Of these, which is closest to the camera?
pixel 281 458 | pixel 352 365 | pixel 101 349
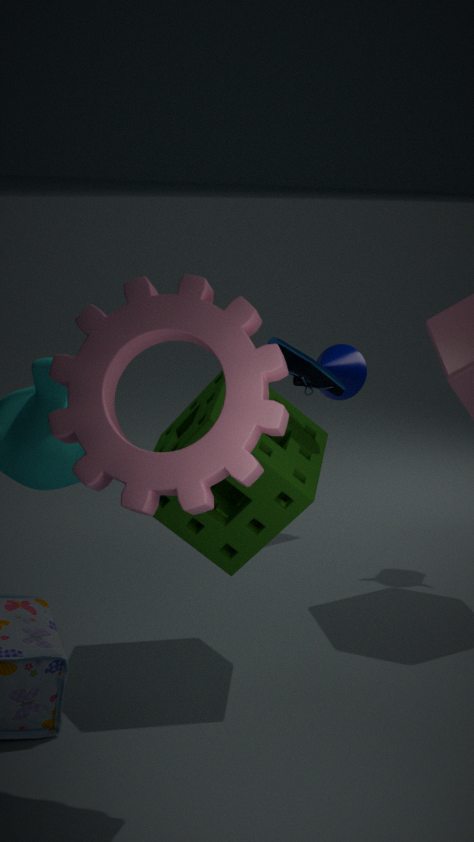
pixel 101 349
